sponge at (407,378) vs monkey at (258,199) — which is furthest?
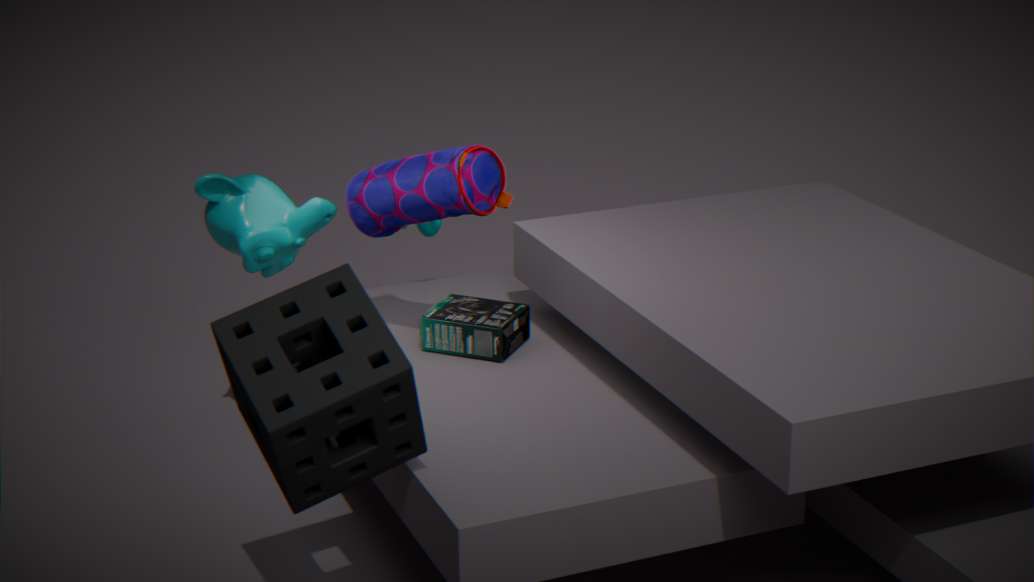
monkey at (258,199)
